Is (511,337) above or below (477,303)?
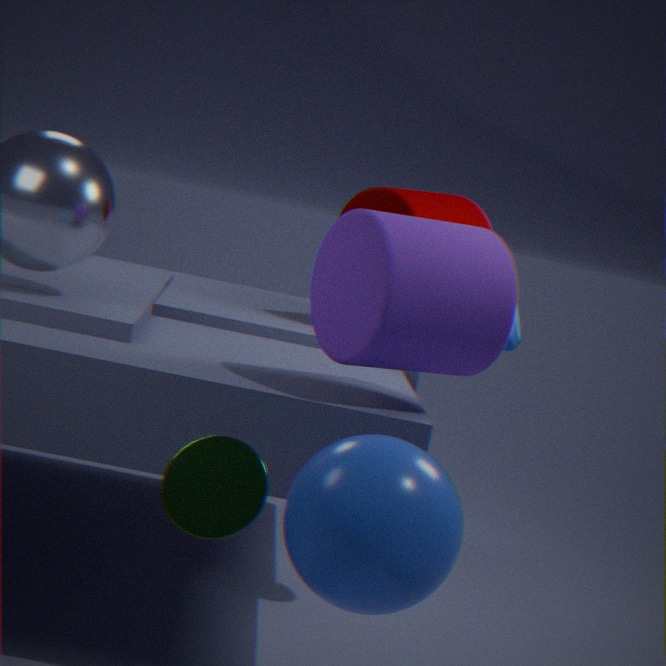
below
